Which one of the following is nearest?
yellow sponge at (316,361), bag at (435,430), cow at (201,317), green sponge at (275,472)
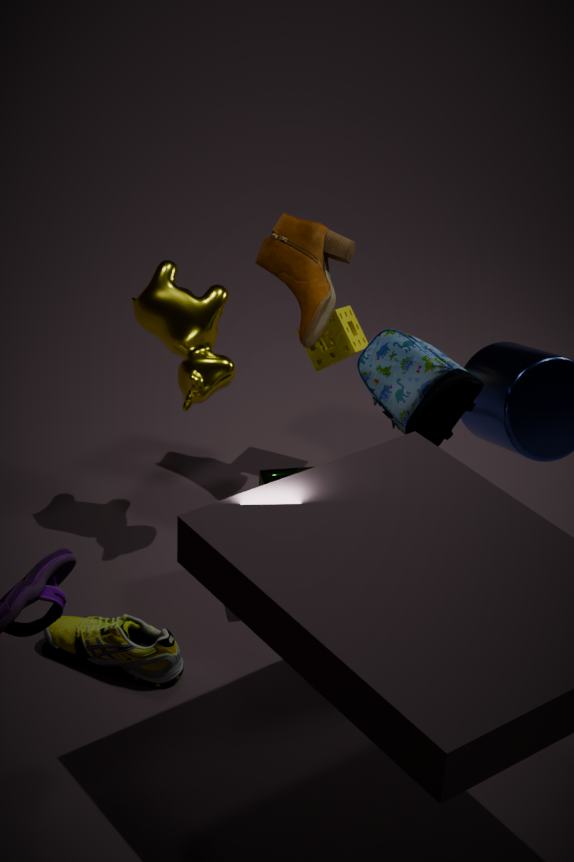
bag at (435,430)
